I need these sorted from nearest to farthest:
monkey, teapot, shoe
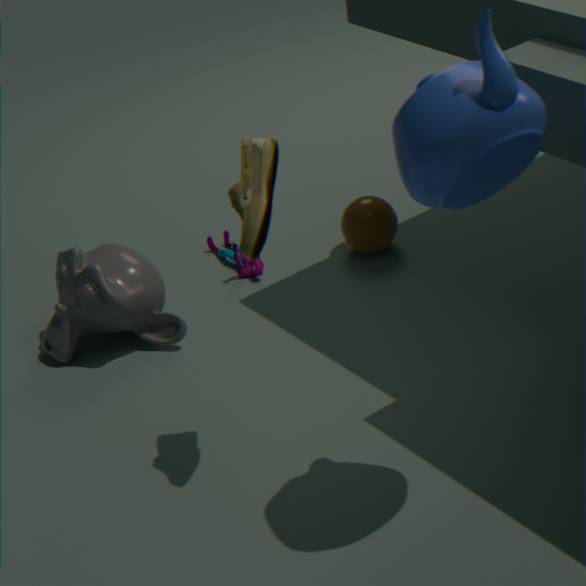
teapot < shoe < monkey
